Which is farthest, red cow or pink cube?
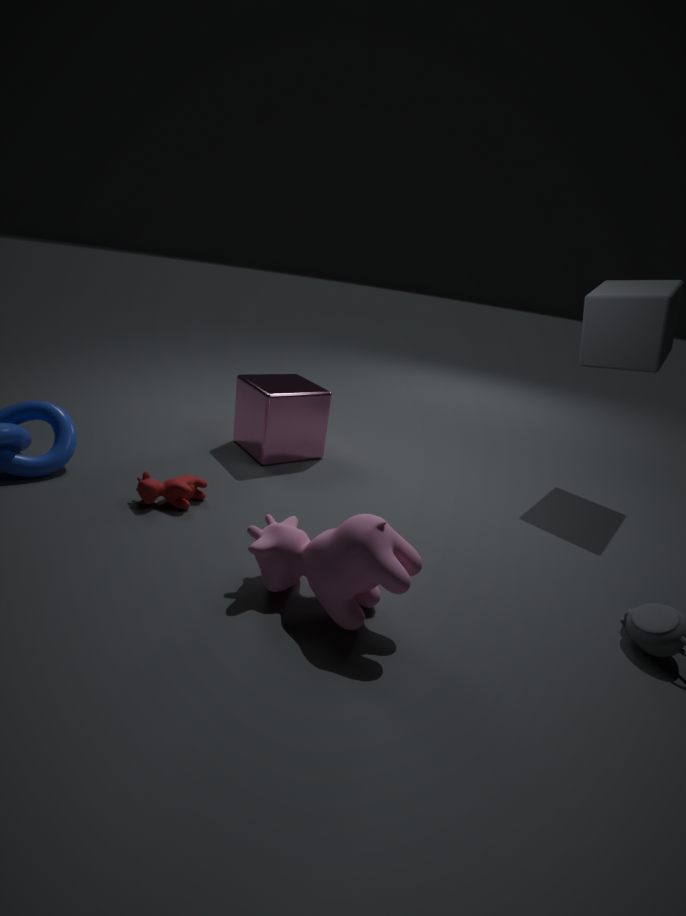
→ pink cube
